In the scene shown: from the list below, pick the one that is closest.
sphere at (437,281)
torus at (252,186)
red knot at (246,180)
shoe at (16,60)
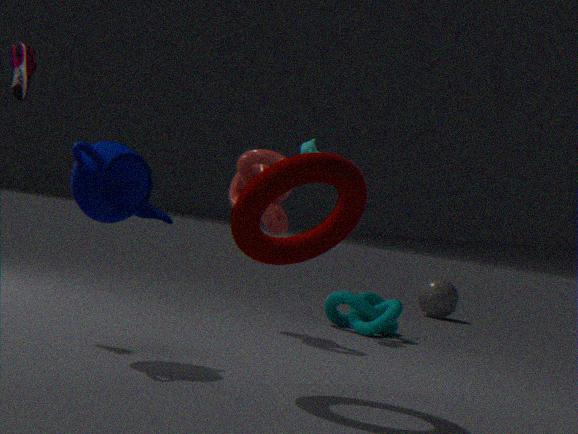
torus at (252,186)
